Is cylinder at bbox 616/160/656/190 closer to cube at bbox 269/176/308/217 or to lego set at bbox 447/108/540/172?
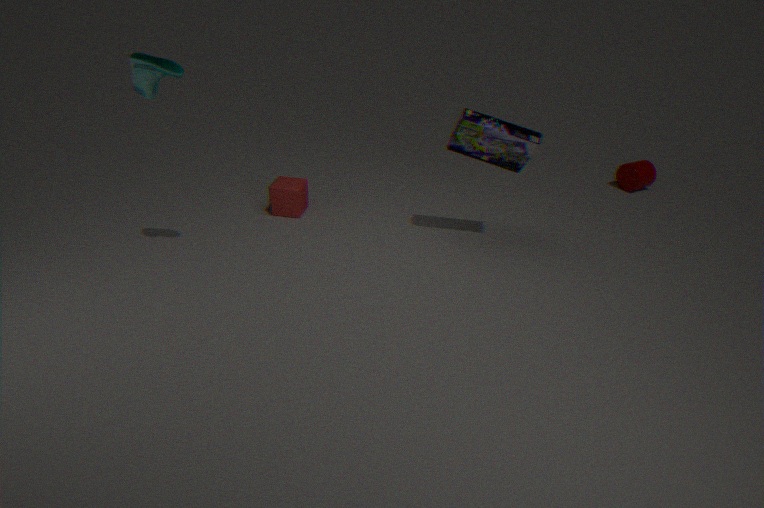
lego set at bbox 447/108/540/172
